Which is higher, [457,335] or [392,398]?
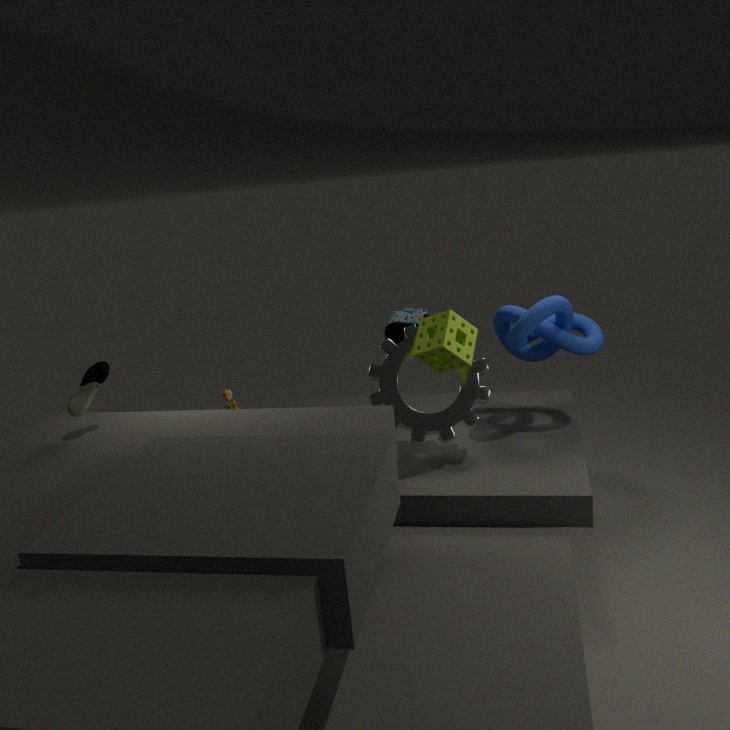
[457,335]
